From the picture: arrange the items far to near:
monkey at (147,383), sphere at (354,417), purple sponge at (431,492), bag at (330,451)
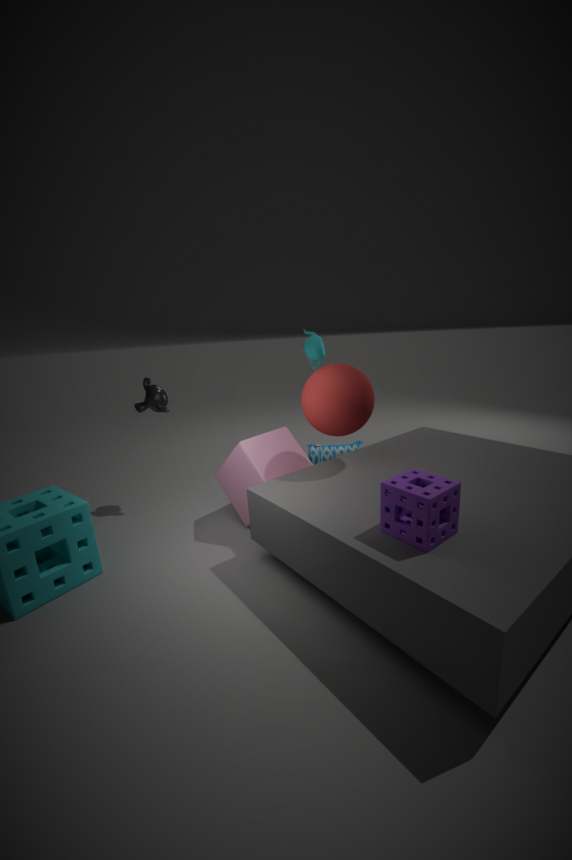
bag at (330,451) → monkey at (147,383) → sphere at (354,417) → purple sponge at (431,492)
